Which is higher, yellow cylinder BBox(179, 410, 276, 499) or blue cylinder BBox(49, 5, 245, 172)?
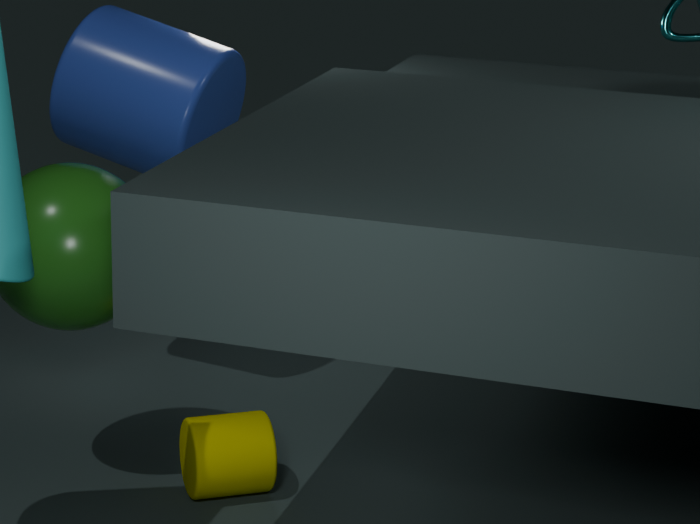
blue cylinder BBox(49, 5, 245, 172)
